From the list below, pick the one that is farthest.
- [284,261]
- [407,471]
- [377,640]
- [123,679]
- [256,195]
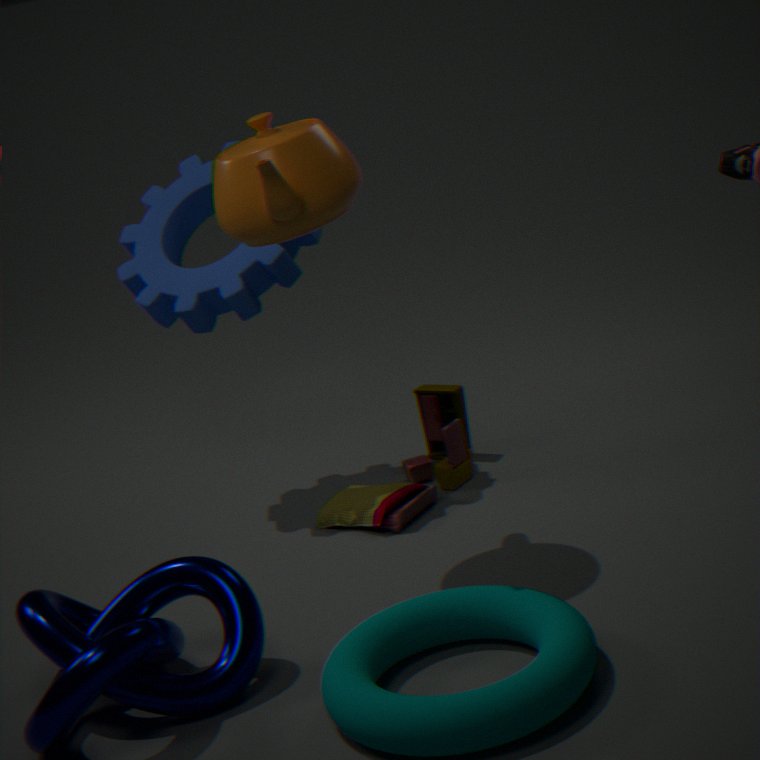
[407,471]
